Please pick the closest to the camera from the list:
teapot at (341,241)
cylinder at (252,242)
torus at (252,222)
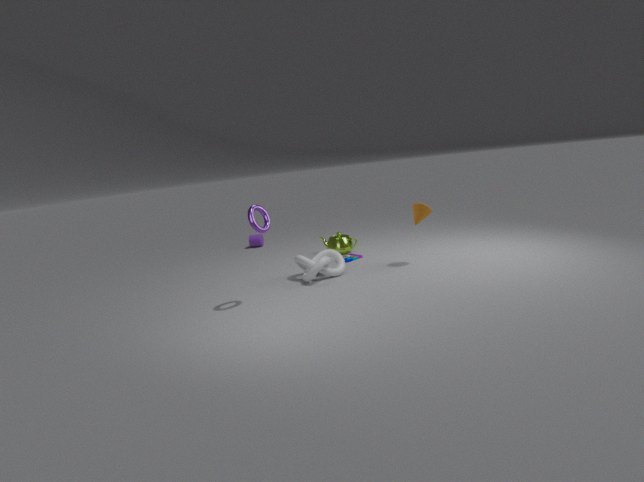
torus at (252,222)
